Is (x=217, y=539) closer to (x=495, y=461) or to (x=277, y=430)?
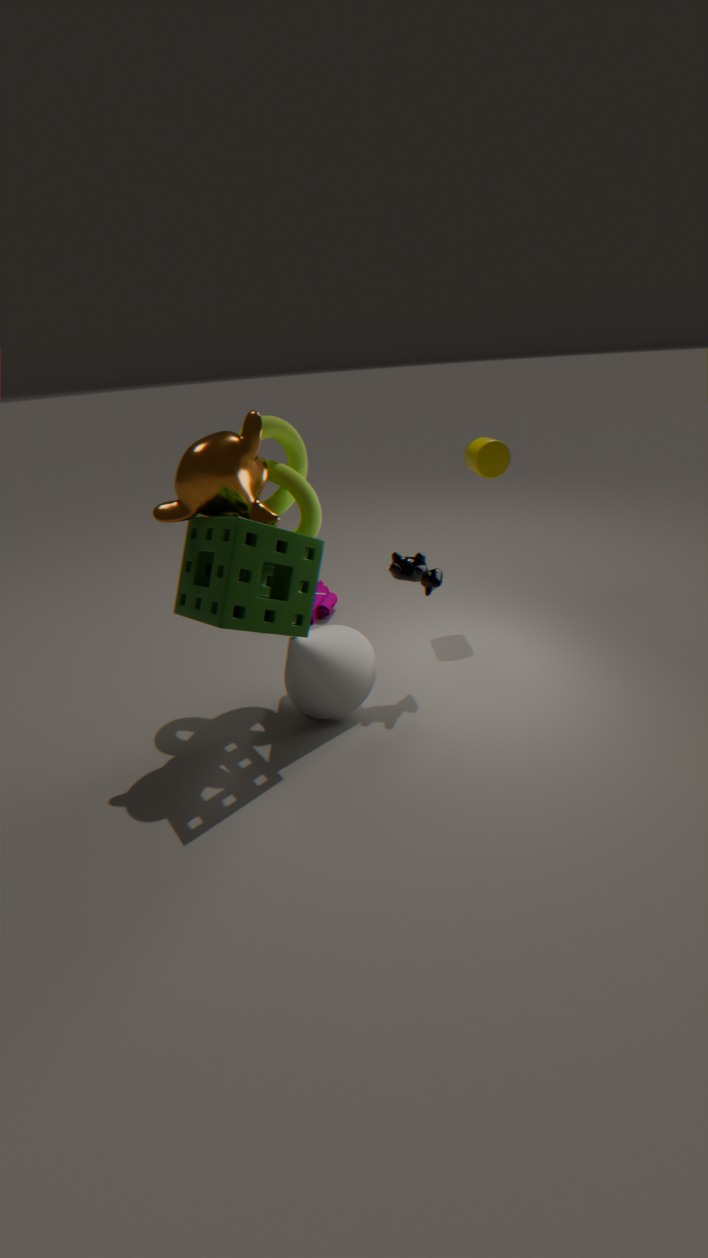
(x=277, y=430)
